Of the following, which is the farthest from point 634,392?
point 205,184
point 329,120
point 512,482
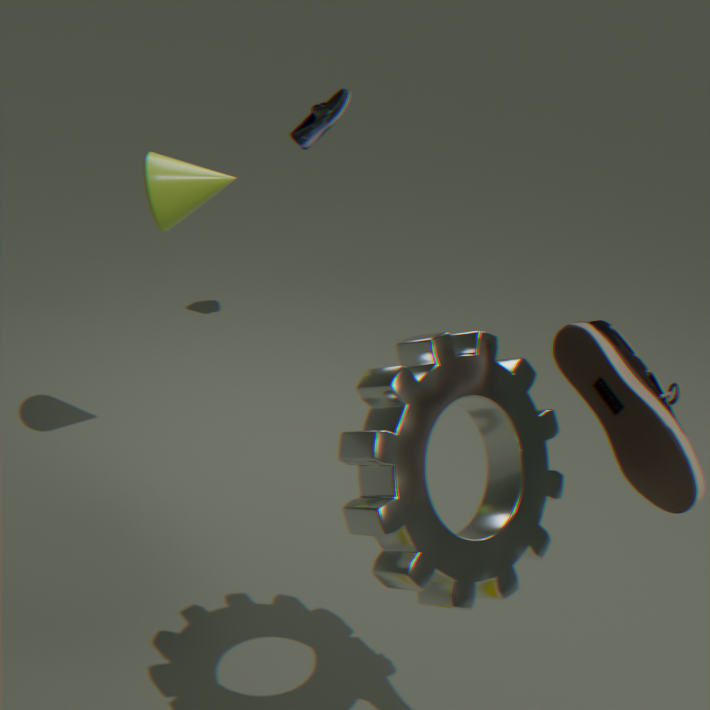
point 329,120
